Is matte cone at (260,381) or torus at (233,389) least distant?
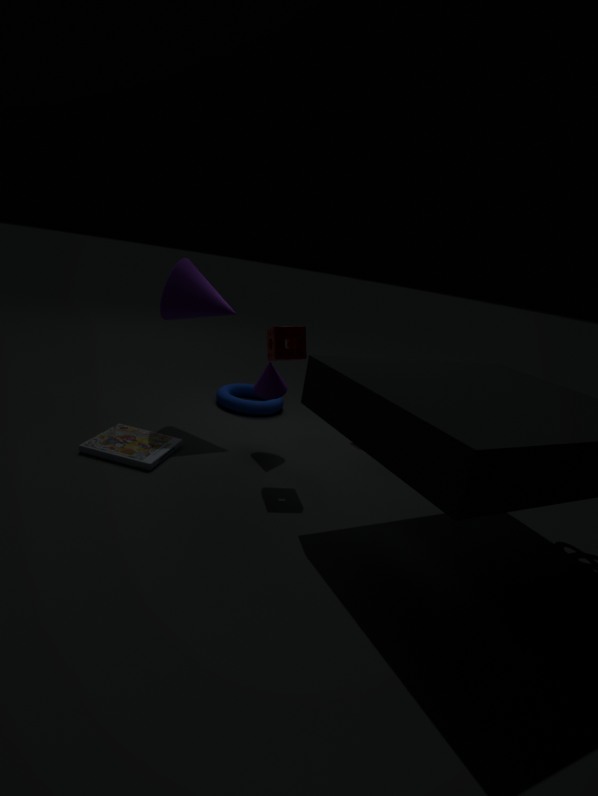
matte cone at (260,381)
